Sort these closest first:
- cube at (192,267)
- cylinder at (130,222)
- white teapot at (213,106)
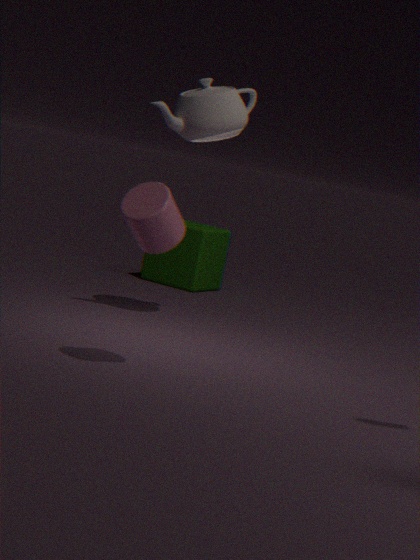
cylinder at (130,222) → white teapot at (213,106) → cube at (192,267)
